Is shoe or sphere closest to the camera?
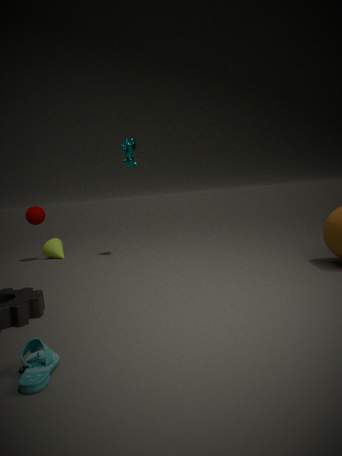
shoe
